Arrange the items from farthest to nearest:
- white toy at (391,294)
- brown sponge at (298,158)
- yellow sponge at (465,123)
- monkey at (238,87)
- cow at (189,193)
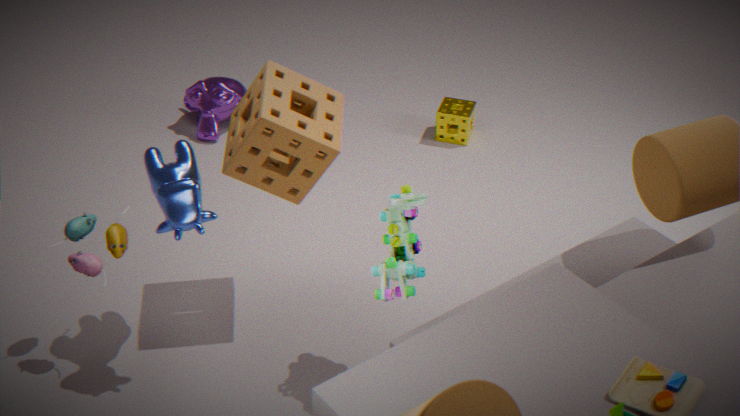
monkey at (238,87) → yellow sponge at (465,123) → brown sponge at (298,158) → white toy at (391,294) → cow at (189,193)
